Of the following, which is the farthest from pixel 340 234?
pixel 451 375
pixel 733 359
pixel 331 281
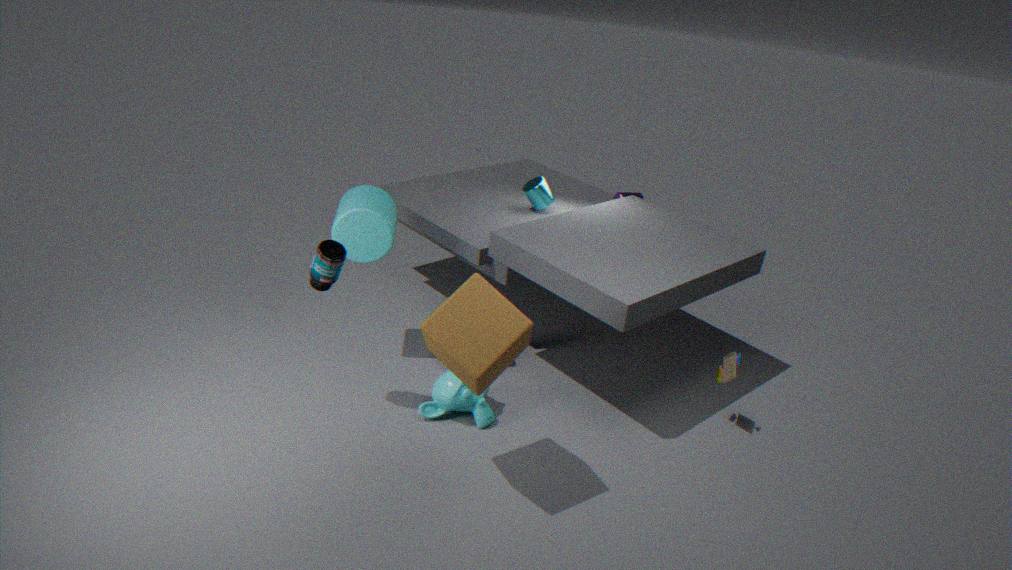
pixel 733 359
